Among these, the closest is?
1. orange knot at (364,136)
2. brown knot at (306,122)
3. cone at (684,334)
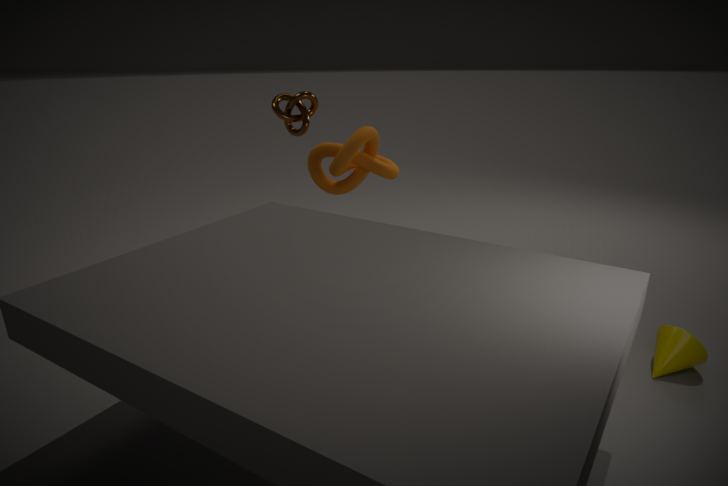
cone at (684,334)
